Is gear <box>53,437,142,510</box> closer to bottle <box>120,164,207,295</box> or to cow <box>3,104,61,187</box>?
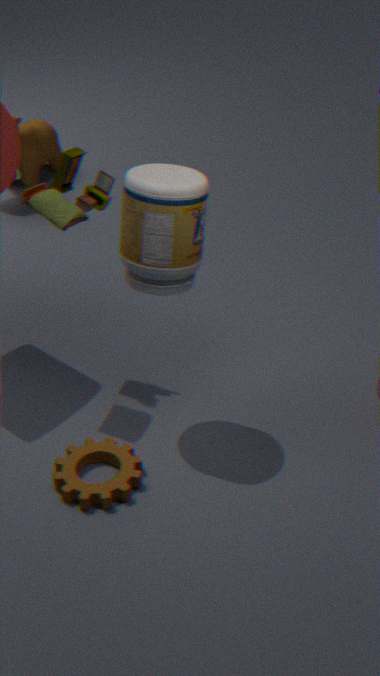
bottle <box>120,164,207,295</box>
